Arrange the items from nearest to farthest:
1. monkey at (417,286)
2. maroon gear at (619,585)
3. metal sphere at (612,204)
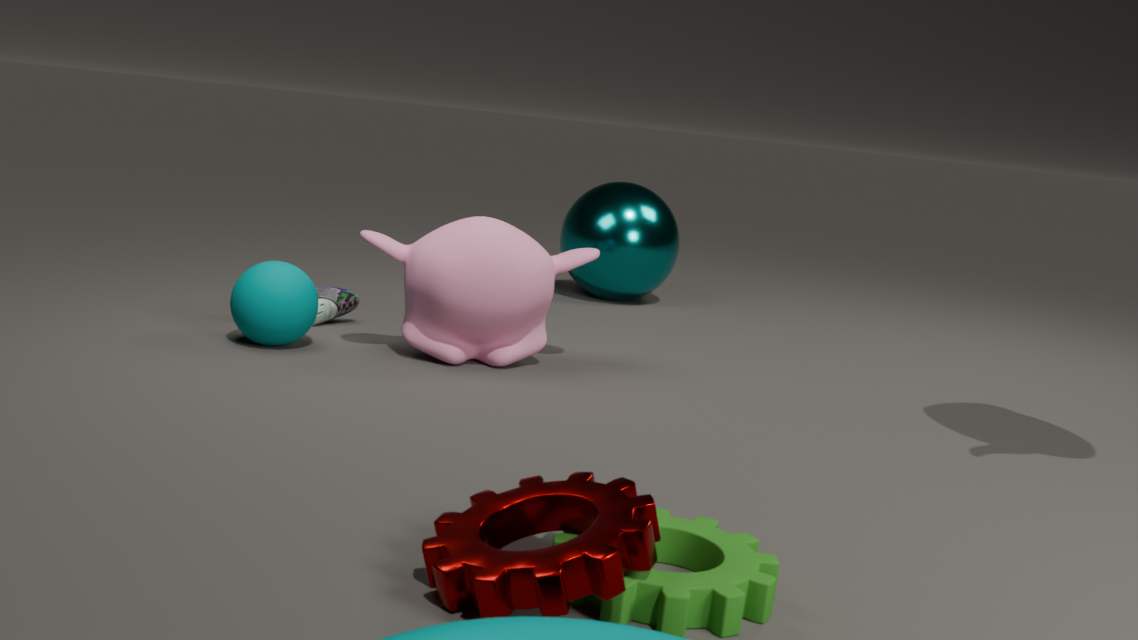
maroon gear at (619,585) → monkey at (417,286) → metal sphere at (612,204)
